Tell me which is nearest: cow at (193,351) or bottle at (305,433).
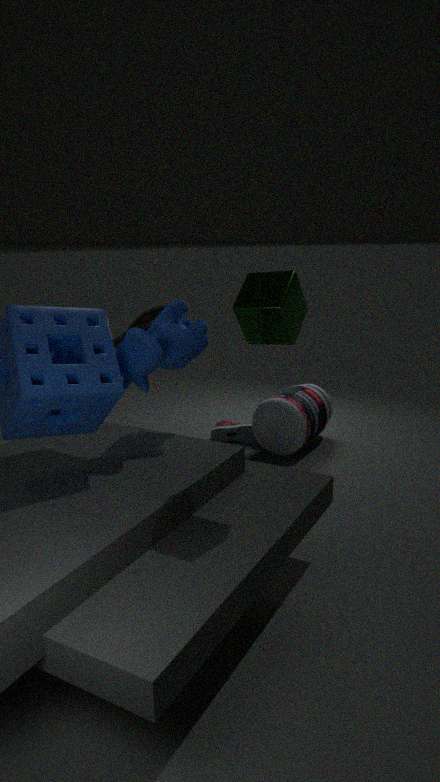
cow at (193,351)
